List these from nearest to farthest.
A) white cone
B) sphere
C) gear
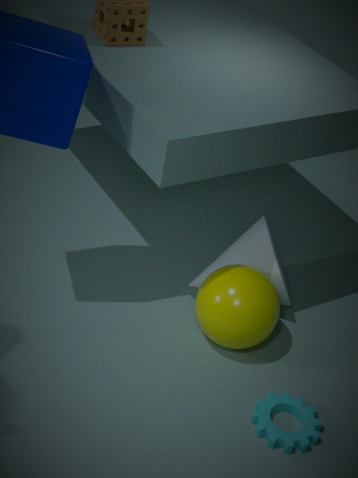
C. gear < B. sphere < A. white cone
